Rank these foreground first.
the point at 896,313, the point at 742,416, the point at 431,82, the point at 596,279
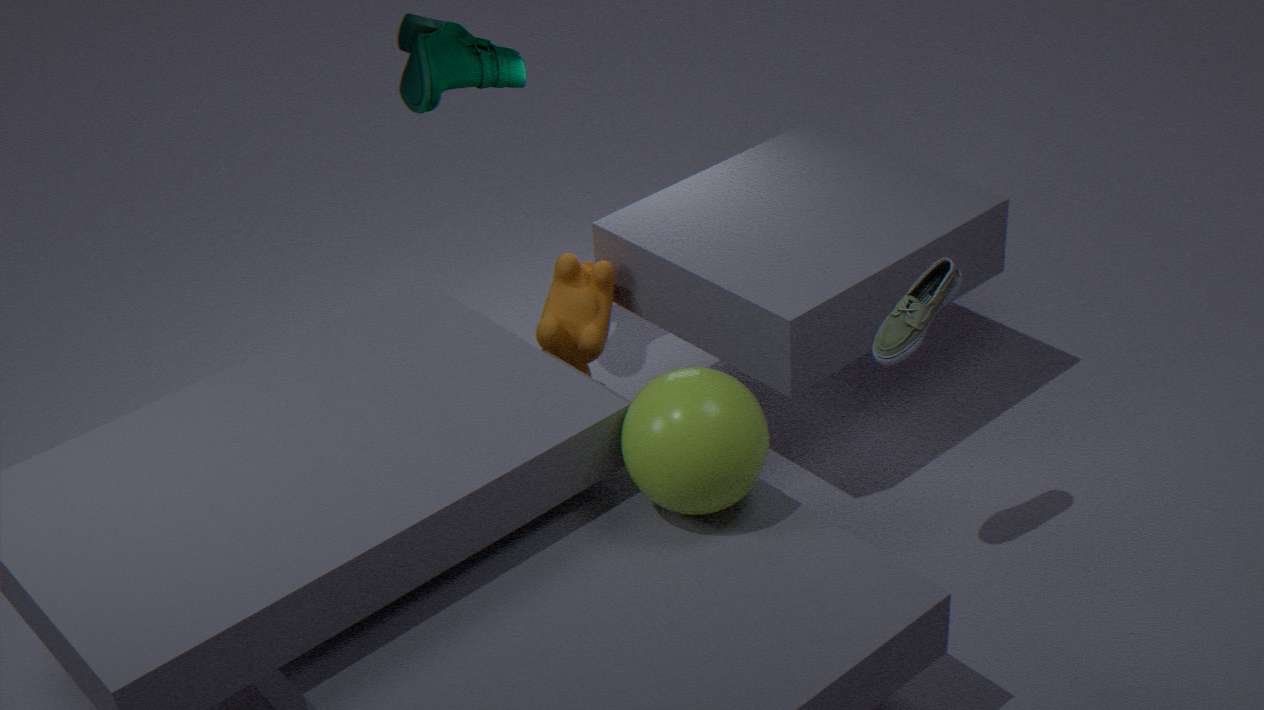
the point at 742,416 → the point at 896,313 → the point at 431,82 → the point at 596,279
